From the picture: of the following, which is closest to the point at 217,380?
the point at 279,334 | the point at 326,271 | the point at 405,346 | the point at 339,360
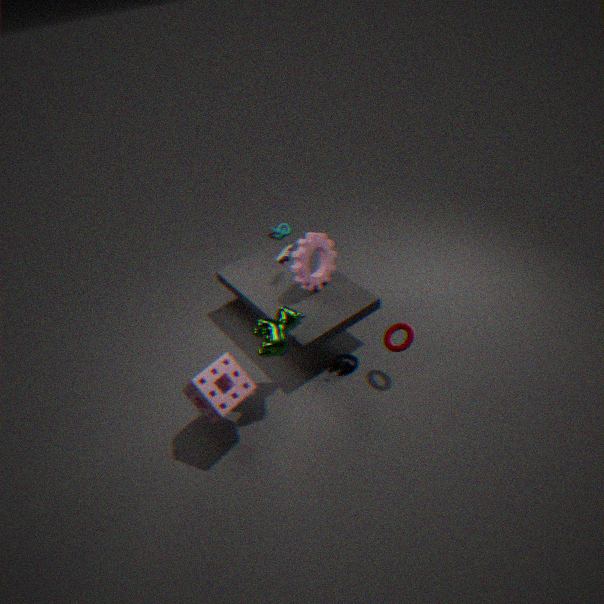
the point at 279,334
